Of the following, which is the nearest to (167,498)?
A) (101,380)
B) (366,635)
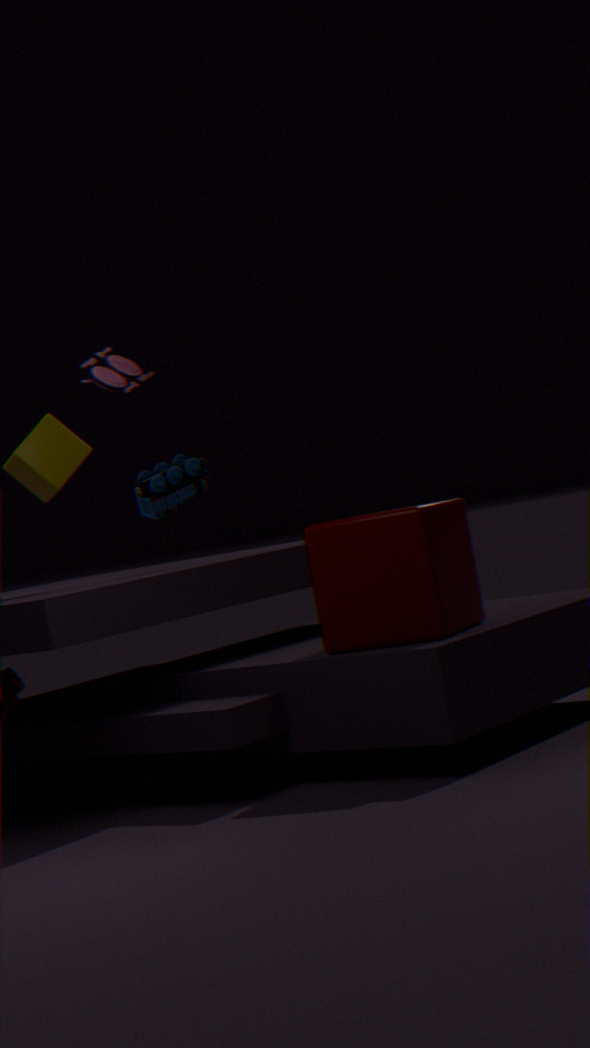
(366,635)
